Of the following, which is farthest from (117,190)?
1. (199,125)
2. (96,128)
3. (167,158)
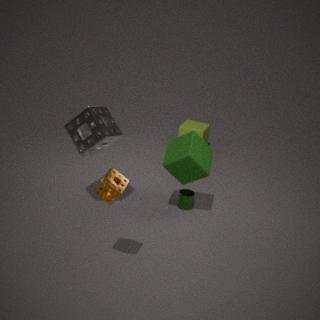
(199,125)
